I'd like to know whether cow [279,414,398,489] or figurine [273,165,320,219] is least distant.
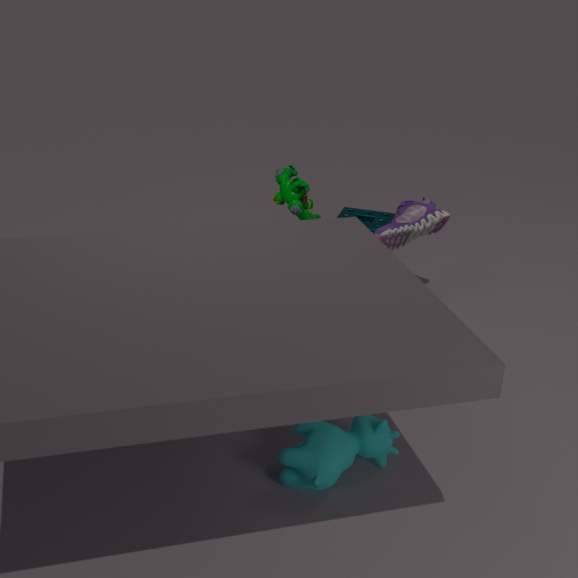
cow [279,414,398,489]
